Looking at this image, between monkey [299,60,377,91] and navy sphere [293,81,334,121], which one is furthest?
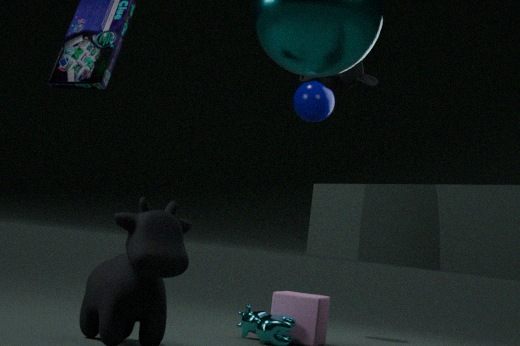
navy sphere [293,81,334,121]
